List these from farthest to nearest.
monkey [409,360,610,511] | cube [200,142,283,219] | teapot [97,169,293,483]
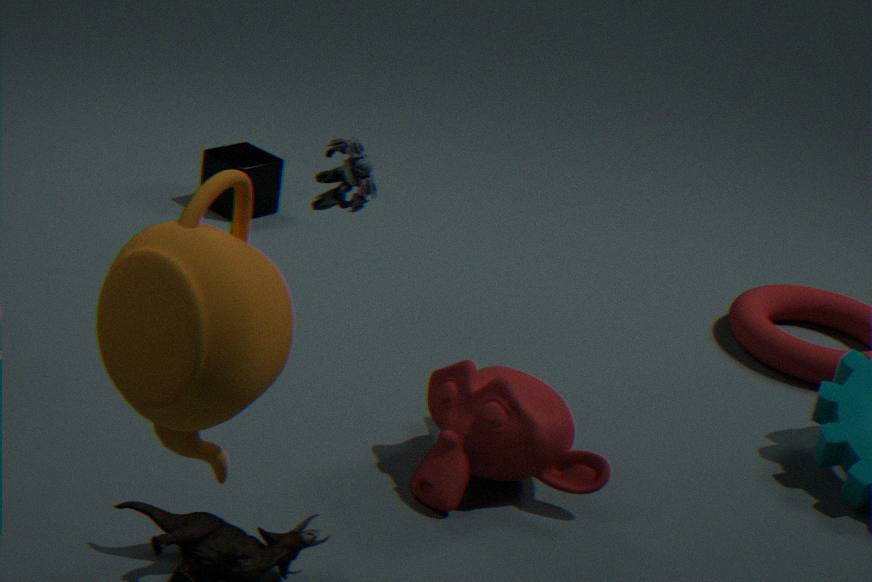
cube [200,142,283,219] → monkey [409,360,610,511] → teapot [97,169,293,483]
